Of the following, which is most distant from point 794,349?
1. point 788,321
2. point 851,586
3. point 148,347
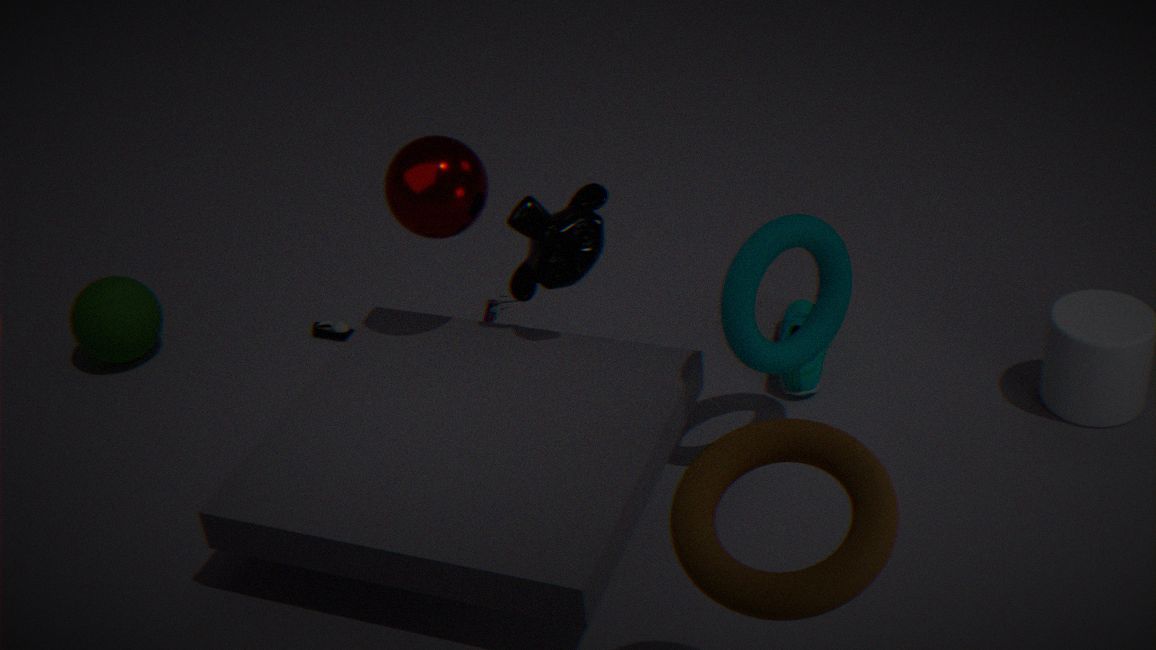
point 148,347
